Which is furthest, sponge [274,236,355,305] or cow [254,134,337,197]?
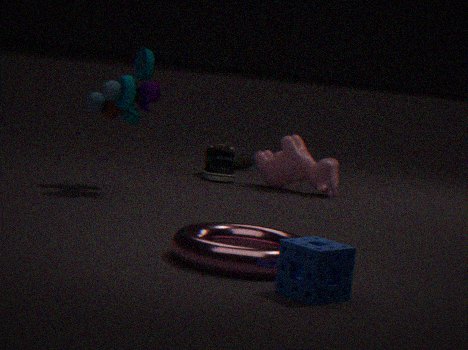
cow [254,134,337,197]
